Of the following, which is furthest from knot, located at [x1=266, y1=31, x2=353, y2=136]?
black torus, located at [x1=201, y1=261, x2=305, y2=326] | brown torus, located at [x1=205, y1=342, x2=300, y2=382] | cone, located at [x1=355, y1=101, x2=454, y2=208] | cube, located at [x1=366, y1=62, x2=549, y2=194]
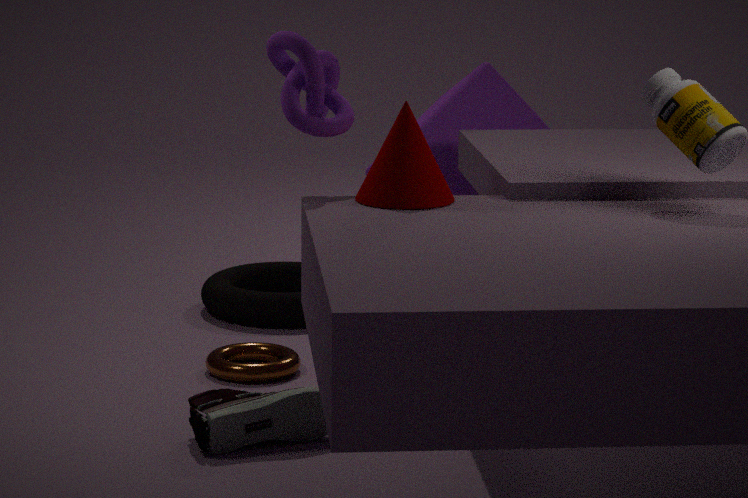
black torus, located at [x1=201, y1=261, x2=305, y2=326]
